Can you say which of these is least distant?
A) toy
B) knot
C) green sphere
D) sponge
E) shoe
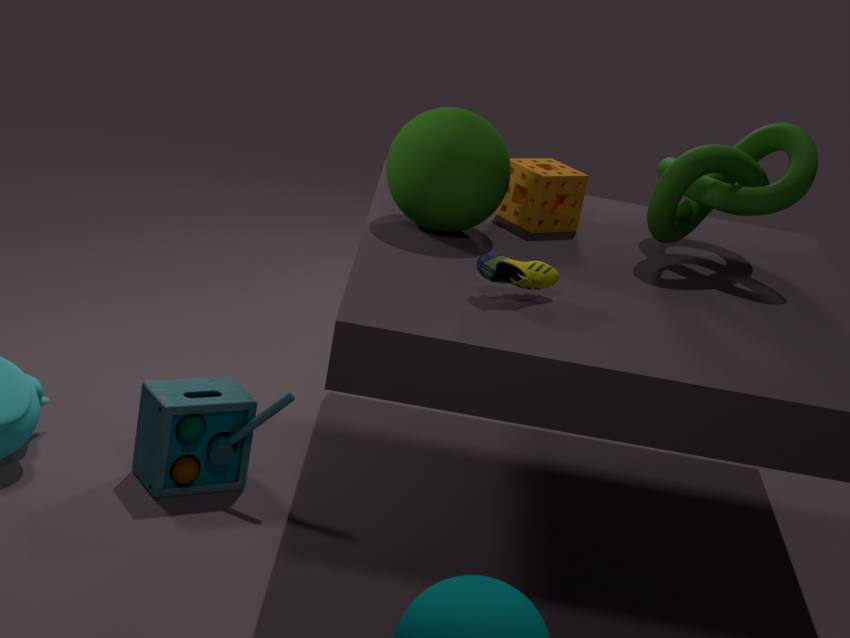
shoe
